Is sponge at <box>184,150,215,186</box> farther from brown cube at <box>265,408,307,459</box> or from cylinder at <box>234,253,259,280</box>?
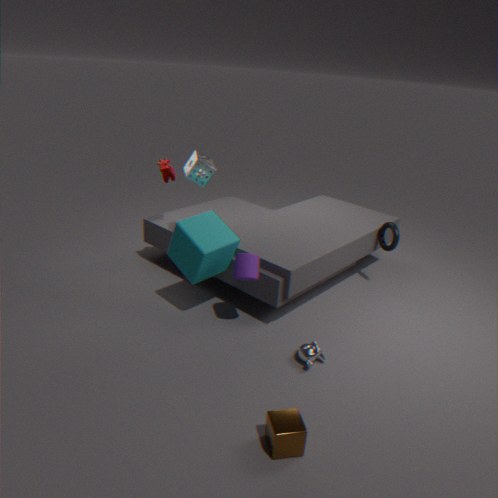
brown cube at <box>265,408,307,459</box>
